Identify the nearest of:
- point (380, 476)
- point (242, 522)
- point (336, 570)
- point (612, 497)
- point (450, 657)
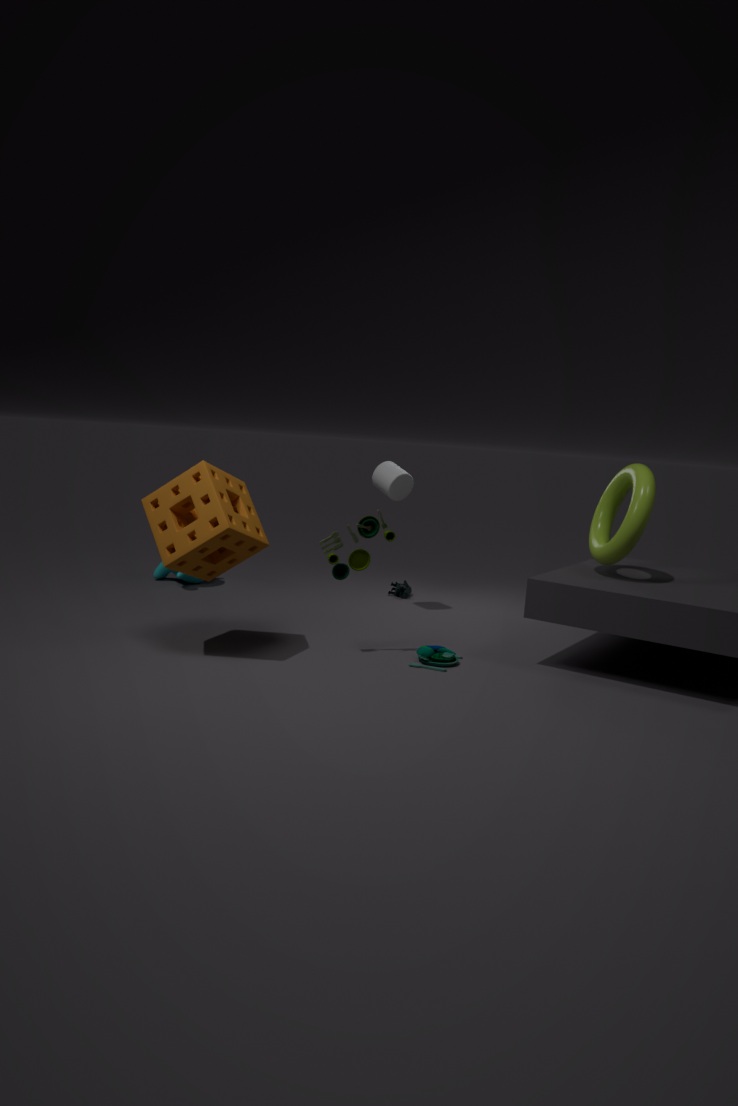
point (242, 522)
